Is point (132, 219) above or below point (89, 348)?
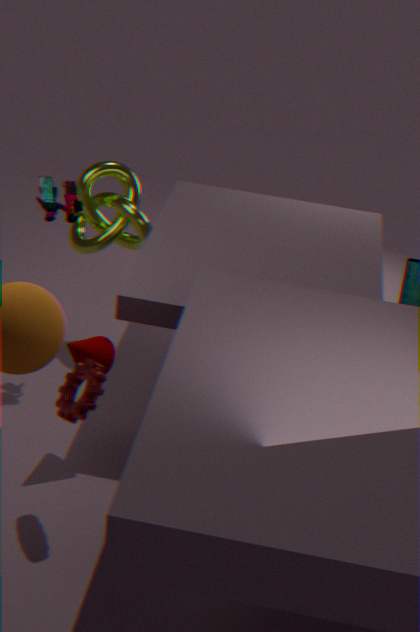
above
